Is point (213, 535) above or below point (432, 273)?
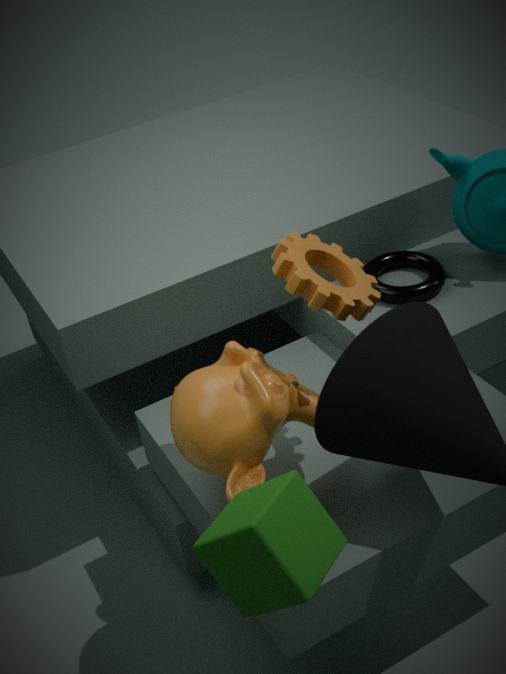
above
